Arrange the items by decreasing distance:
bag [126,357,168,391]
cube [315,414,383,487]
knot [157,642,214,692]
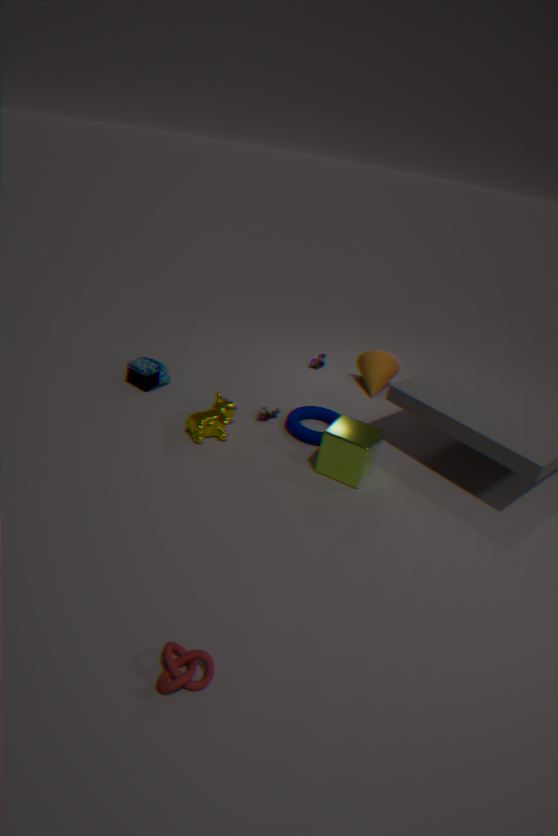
bag [126,357,168,391], cube [315,414,383,487], knot [157,642,214,692]
